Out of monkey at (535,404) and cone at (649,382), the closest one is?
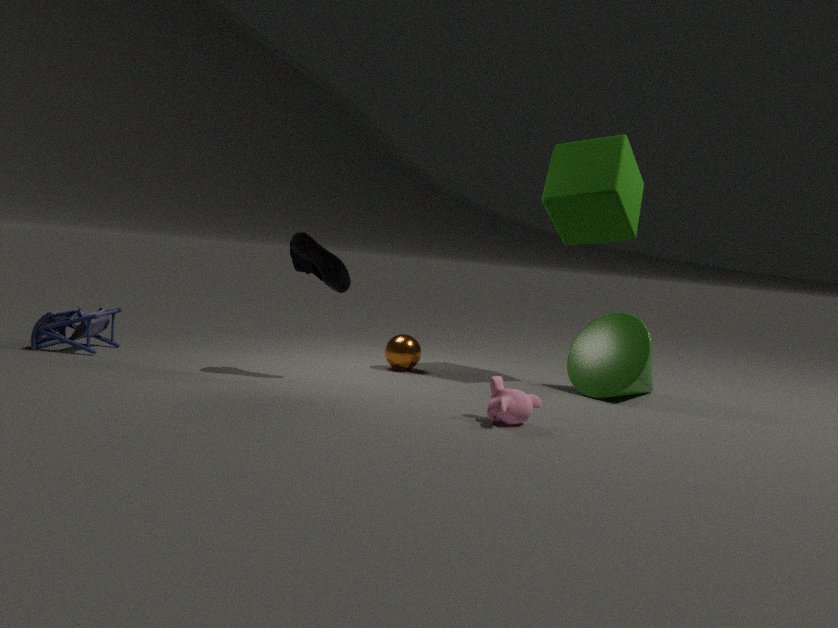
monkey at (535,404)
